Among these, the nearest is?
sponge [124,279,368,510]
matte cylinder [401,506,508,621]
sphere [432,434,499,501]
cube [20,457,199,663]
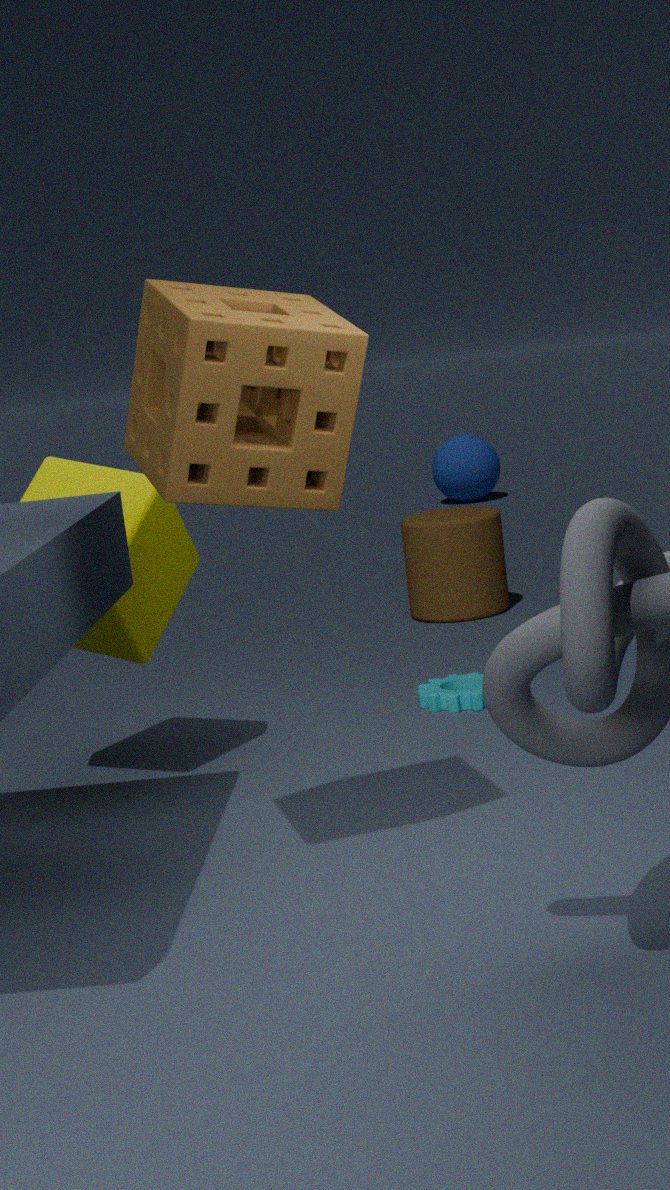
sponge [124,279,368,510]
